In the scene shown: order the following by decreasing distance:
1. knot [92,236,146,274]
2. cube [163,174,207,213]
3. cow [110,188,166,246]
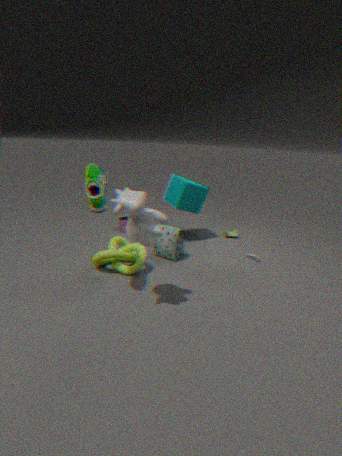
cube [163,174,207,213] → knot [92,236,146,274] → cow [110,188,166,246]
